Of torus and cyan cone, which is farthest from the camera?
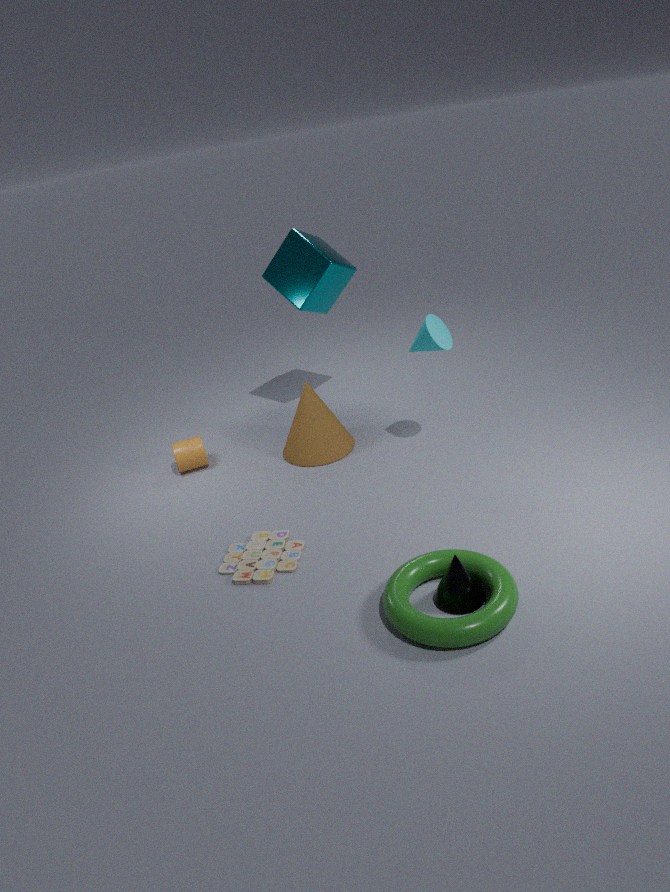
cyan cone
